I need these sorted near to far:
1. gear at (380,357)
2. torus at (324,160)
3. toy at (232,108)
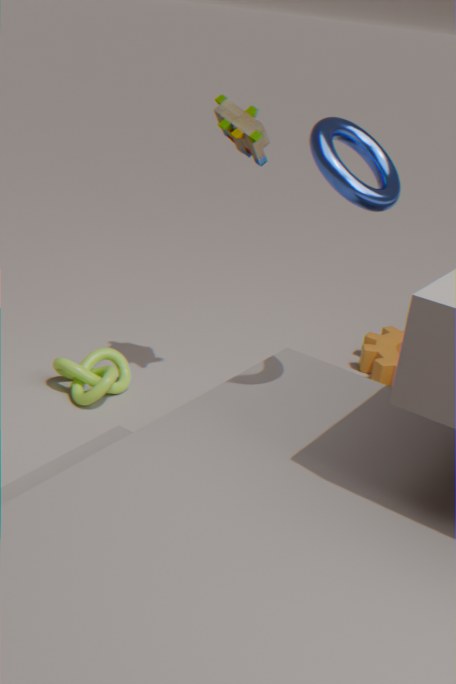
torus at (324,160), toy at (232,108), gear at (380,357)
